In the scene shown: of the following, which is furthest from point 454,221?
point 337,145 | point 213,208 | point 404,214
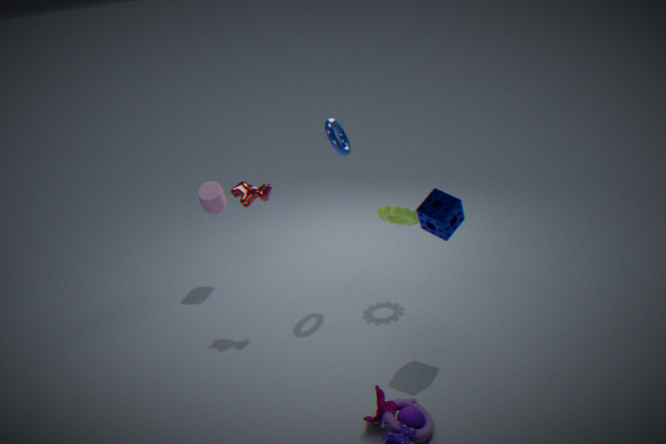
point 213,208
